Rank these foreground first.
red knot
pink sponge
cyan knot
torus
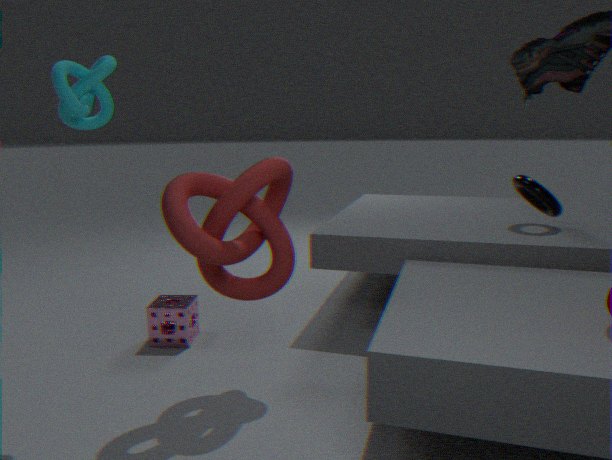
cyan knot < red knot < pink sponge < torus
